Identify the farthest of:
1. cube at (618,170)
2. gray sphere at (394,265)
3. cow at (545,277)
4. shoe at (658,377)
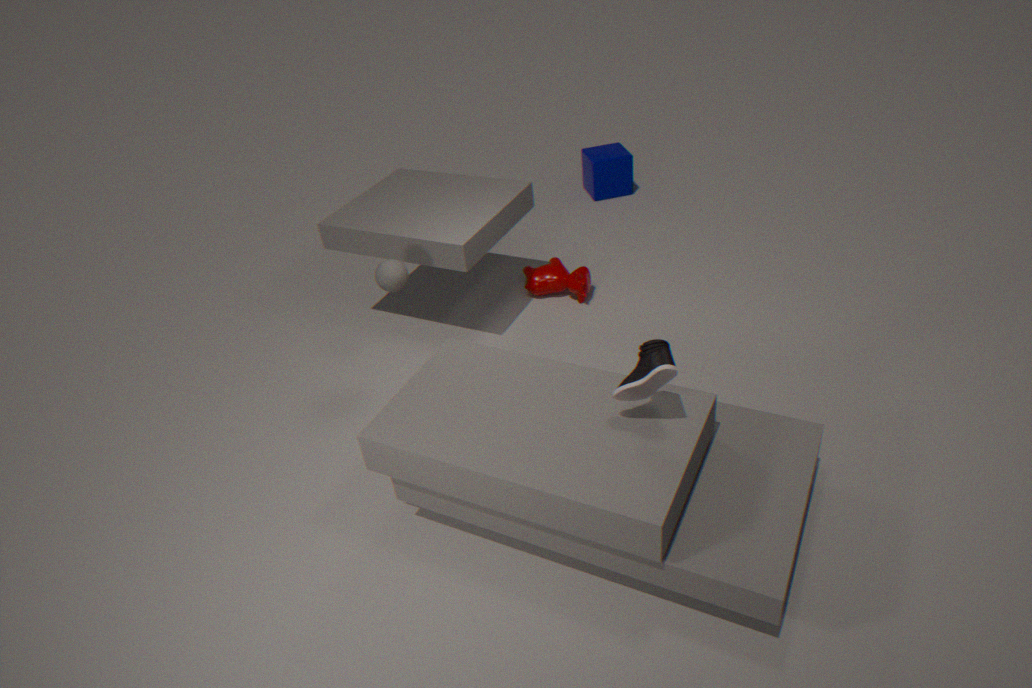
cube at (618,170)
